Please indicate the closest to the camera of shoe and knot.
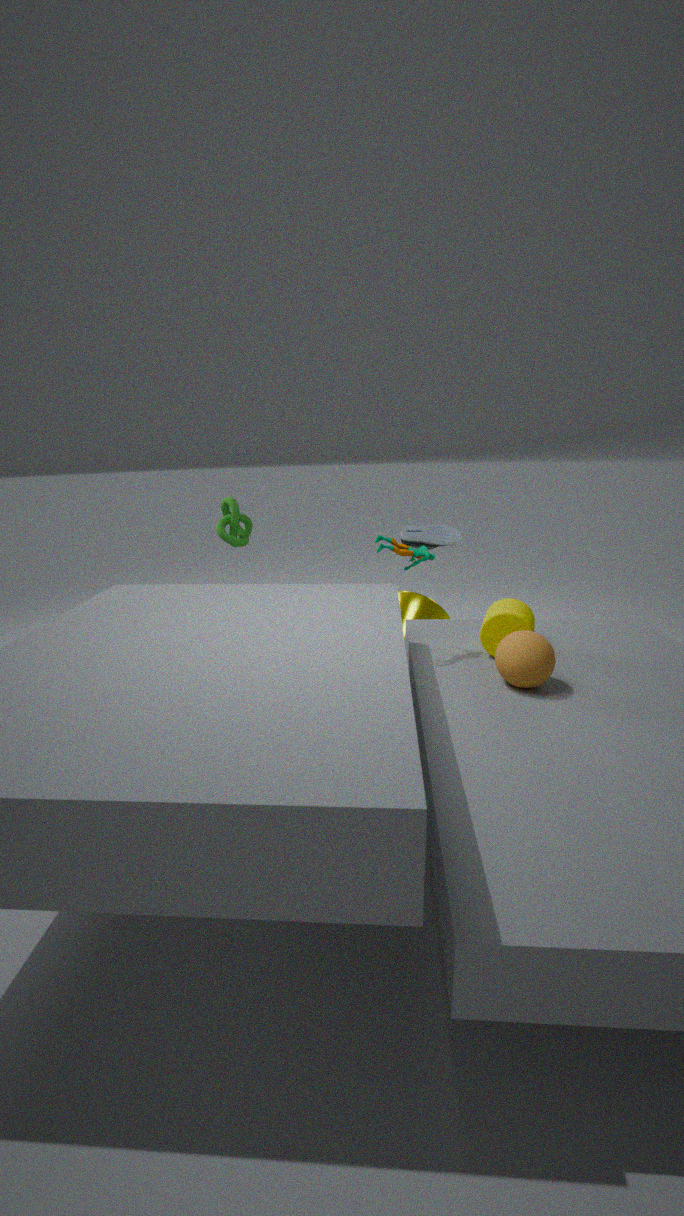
knot
